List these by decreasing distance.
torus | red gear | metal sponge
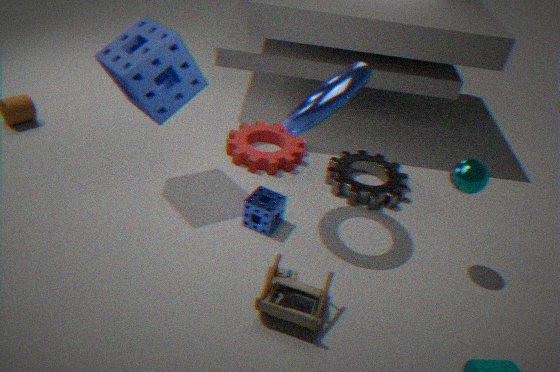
red gear < metal sponge < torus
